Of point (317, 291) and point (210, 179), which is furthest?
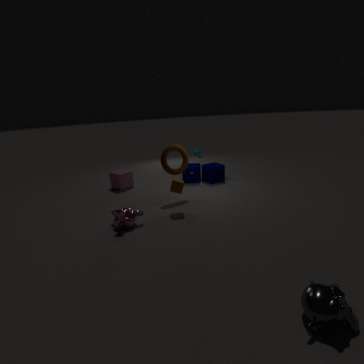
point (210, 179)
